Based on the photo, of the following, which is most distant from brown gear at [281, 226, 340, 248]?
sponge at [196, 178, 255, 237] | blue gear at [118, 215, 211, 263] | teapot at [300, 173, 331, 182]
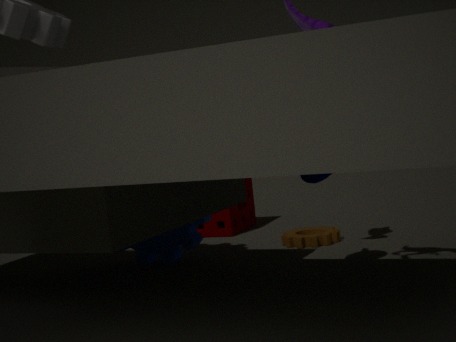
teapot at [300, 173, 331, 182]
